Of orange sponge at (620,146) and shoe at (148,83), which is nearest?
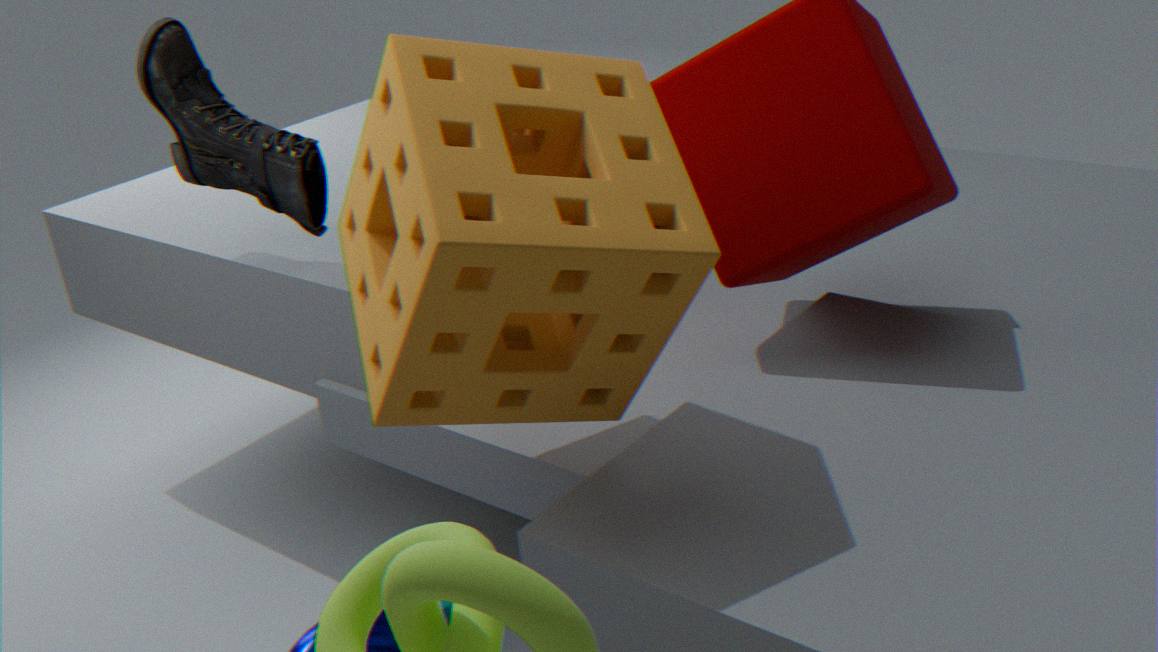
orange sponge at (620,146)
